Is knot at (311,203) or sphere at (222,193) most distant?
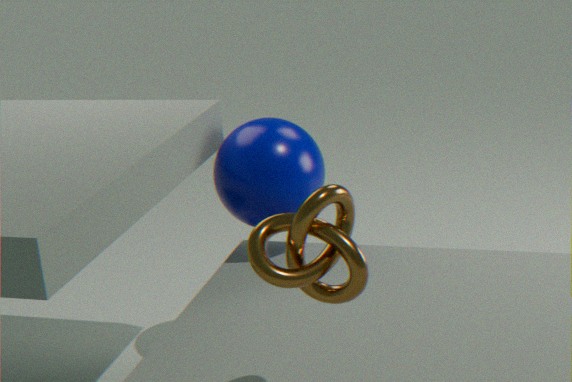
sphere at (222,193)
